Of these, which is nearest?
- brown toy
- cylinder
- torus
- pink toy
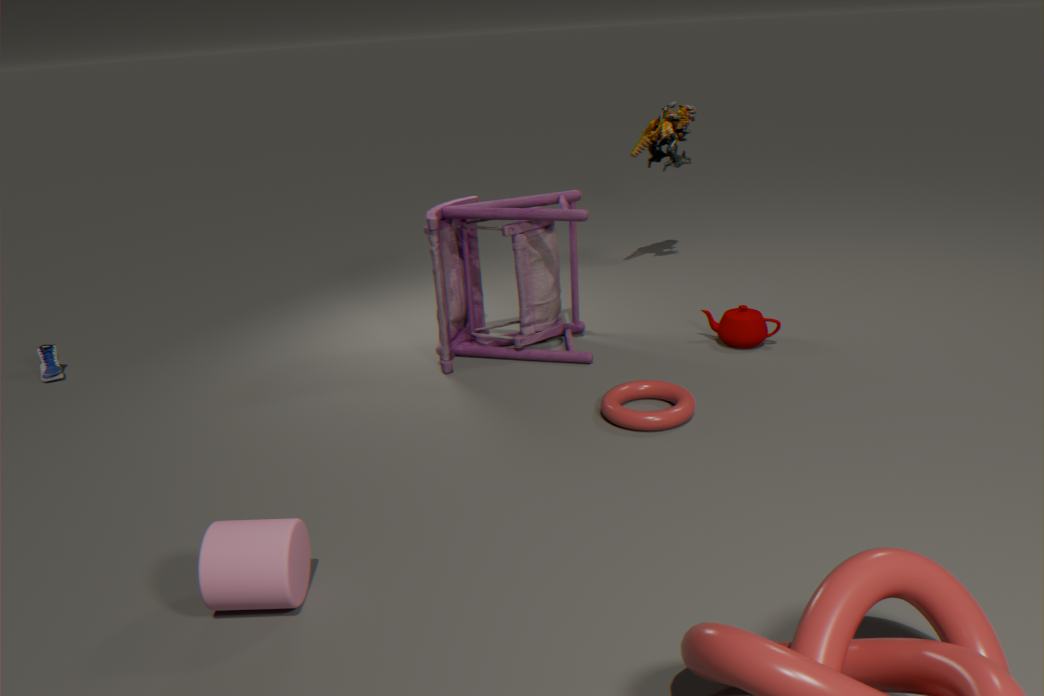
cylinder
